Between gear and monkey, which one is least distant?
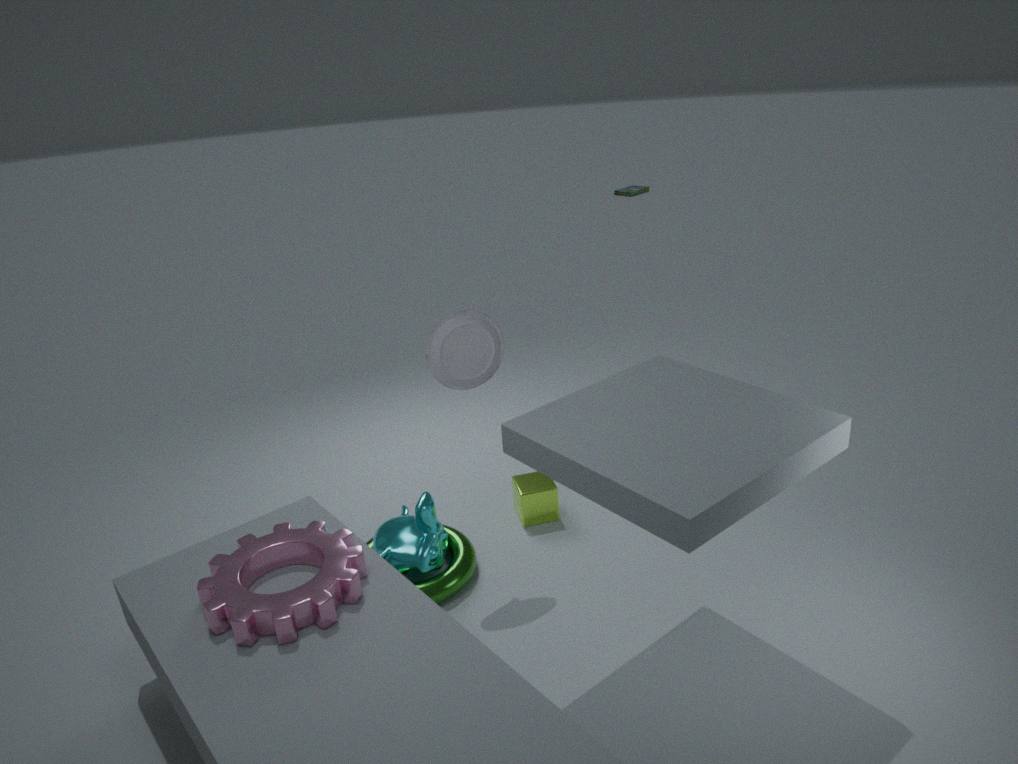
gear
